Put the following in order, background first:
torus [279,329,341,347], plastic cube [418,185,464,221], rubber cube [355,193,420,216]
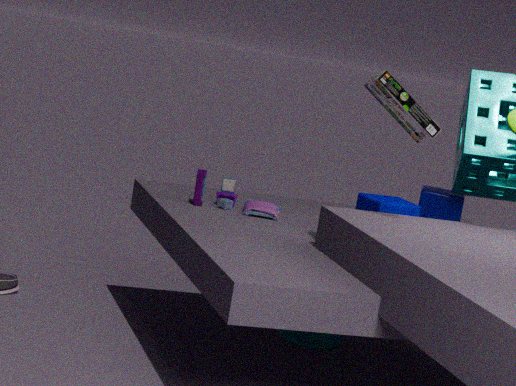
1. torus [279,329,341,347]
2. plastic cube [418,185,464,221]
3. rubber cube [355,193,420,216]
